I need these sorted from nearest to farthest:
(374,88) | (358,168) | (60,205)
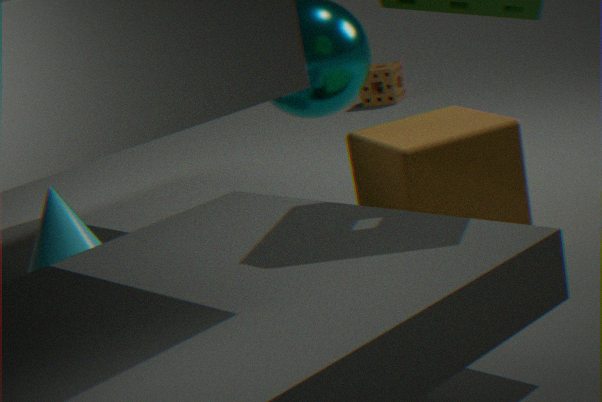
(60,205), (358,168), (374,88)
